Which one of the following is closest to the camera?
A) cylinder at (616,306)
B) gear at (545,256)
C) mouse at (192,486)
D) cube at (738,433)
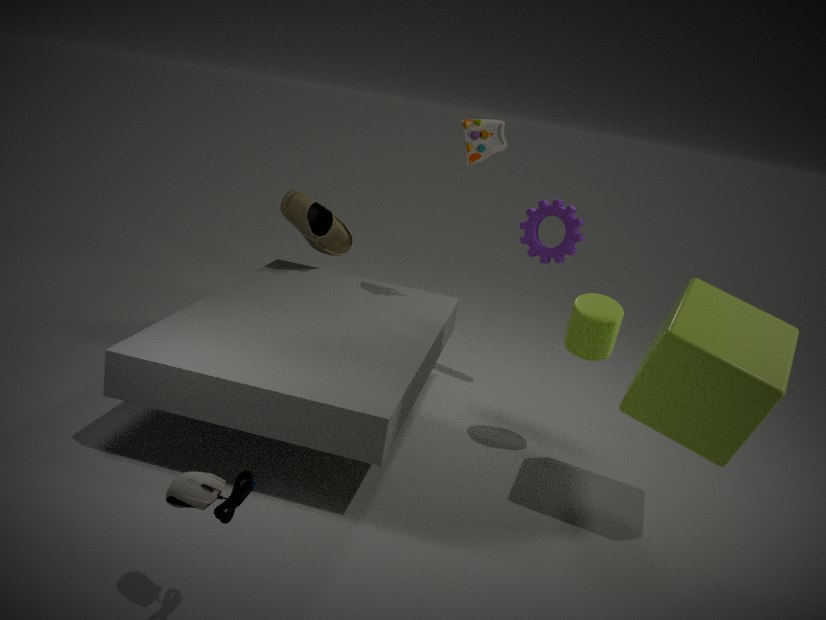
mouse at (192,486)
